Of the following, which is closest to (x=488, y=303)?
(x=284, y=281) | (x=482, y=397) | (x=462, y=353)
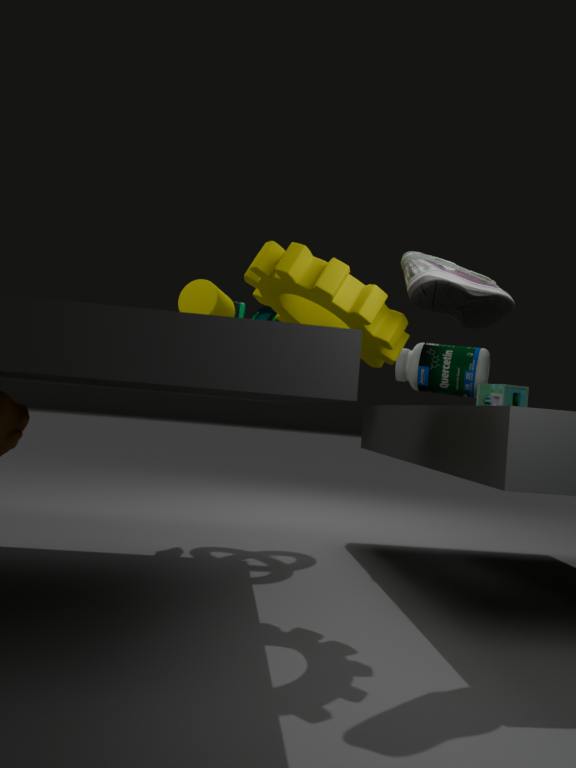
(x=284, y=281)
